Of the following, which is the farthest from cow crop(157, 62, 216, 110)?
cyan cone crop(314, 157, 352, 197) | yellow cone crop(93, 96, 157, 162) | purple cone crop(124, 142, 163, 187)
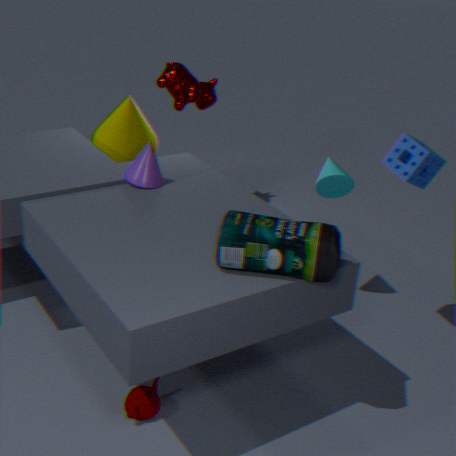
cyan cone crop(314, 157, 352, 197)
